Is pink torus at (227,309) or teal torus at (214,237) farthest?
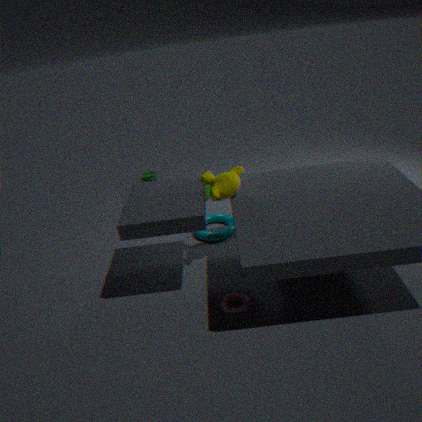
teal torus at (214,237)
